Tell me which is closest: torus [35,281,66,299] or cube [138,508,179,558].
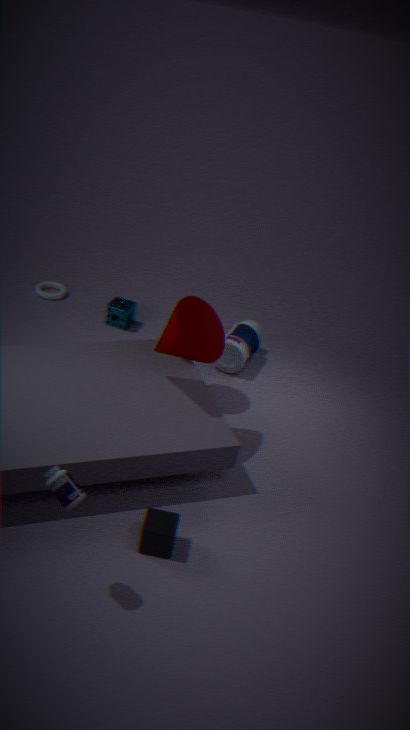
cube [138,508,179,558]
